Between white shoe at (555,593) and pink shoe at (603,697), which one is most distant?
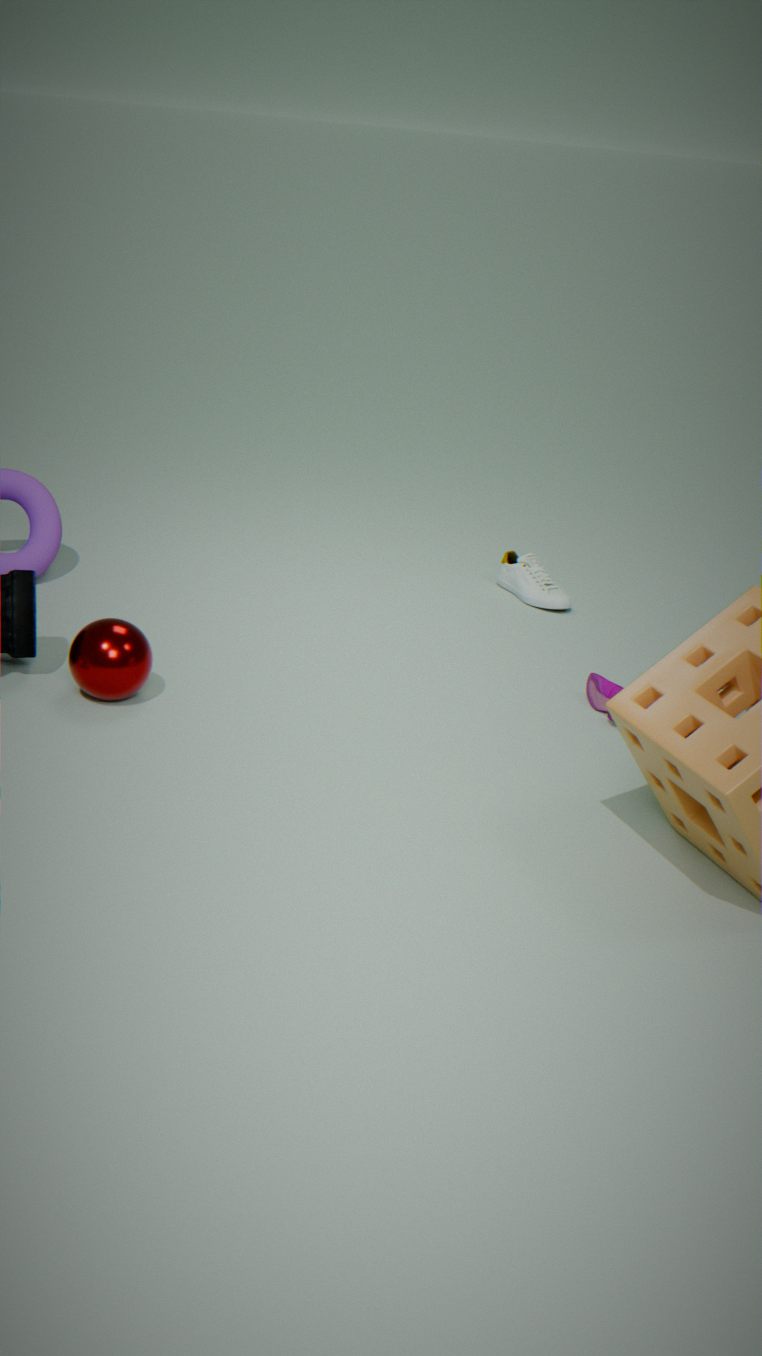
white shoe at (555,593)
